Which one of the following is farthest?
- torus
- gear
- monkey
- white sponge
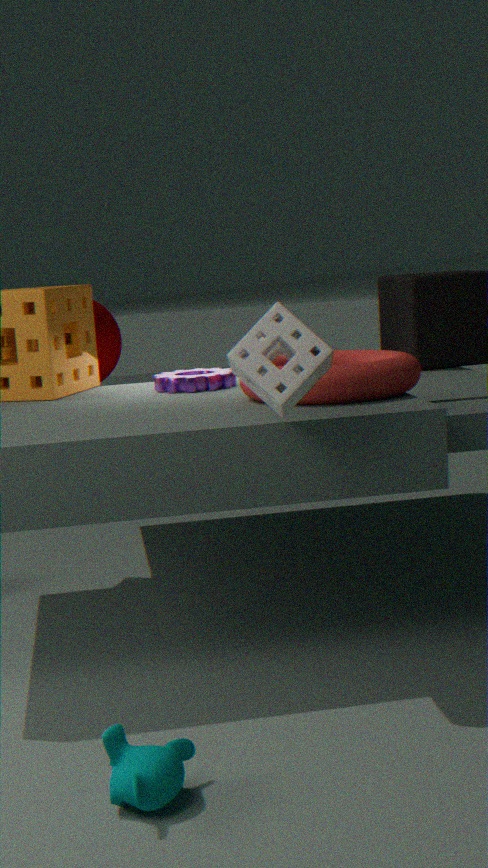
gear
